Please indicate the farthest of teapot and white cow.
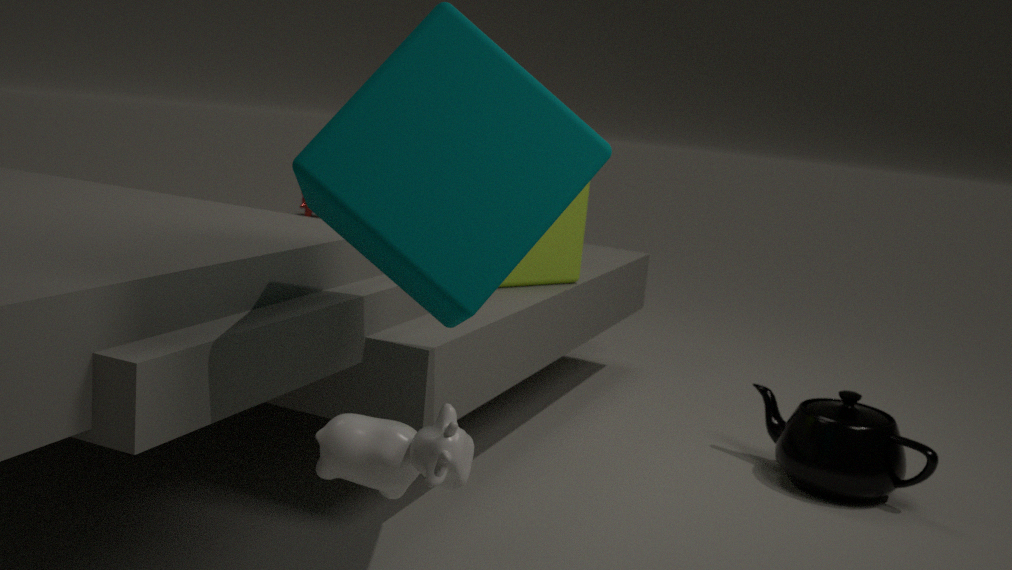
teapot
